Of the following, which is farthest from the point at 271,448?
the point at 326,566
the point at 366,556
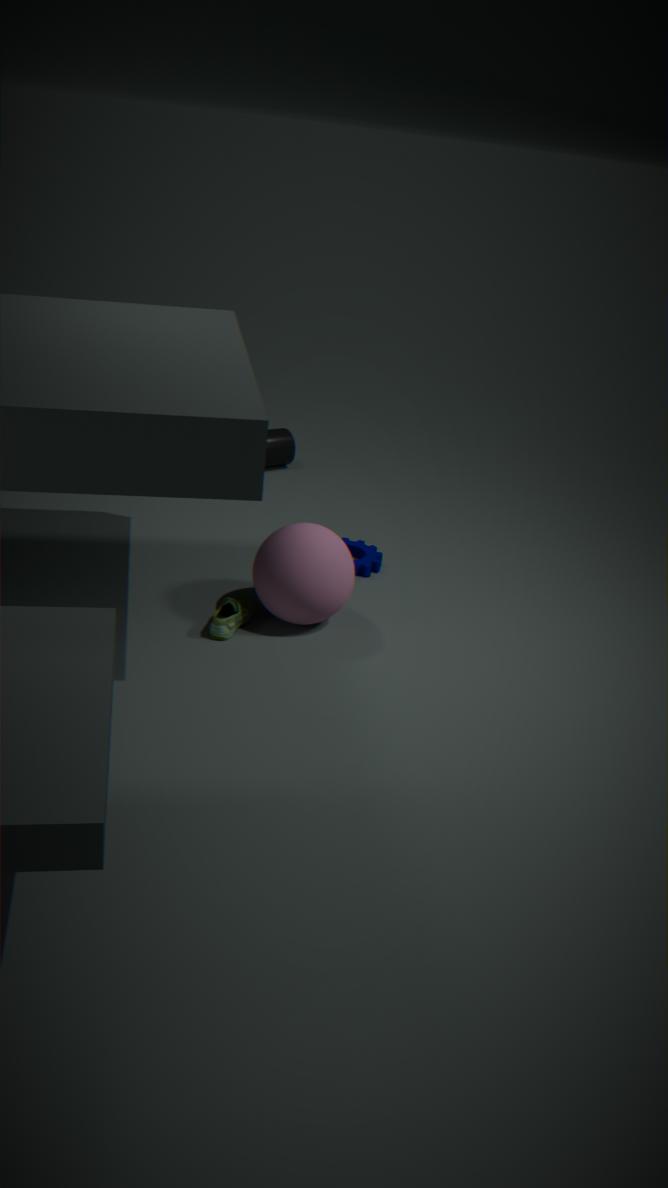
the point at 326,566
